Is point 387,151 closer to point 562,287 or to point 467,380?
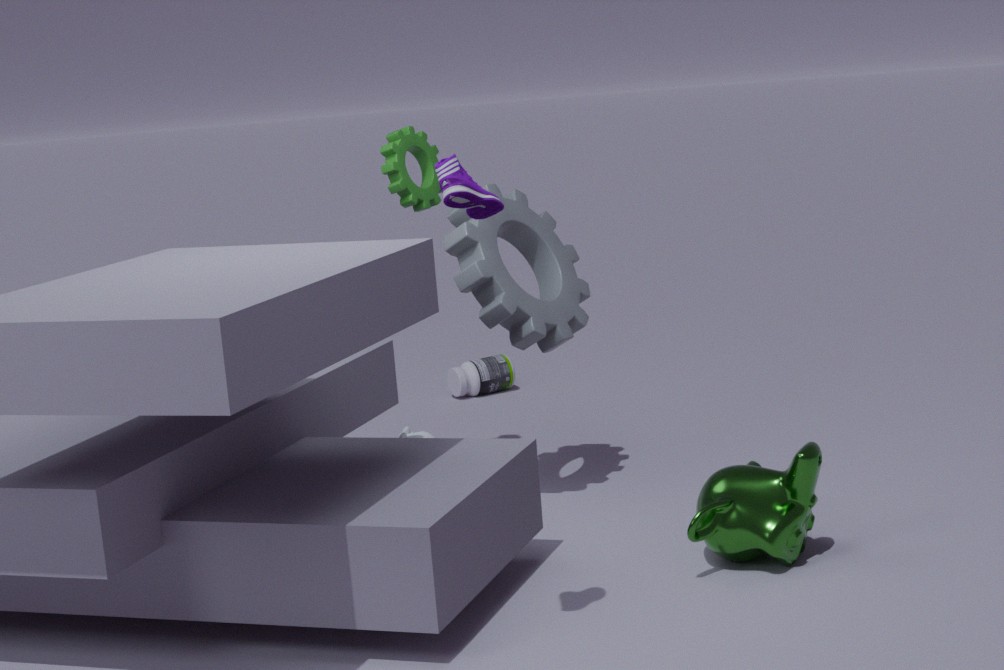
point 562,287
